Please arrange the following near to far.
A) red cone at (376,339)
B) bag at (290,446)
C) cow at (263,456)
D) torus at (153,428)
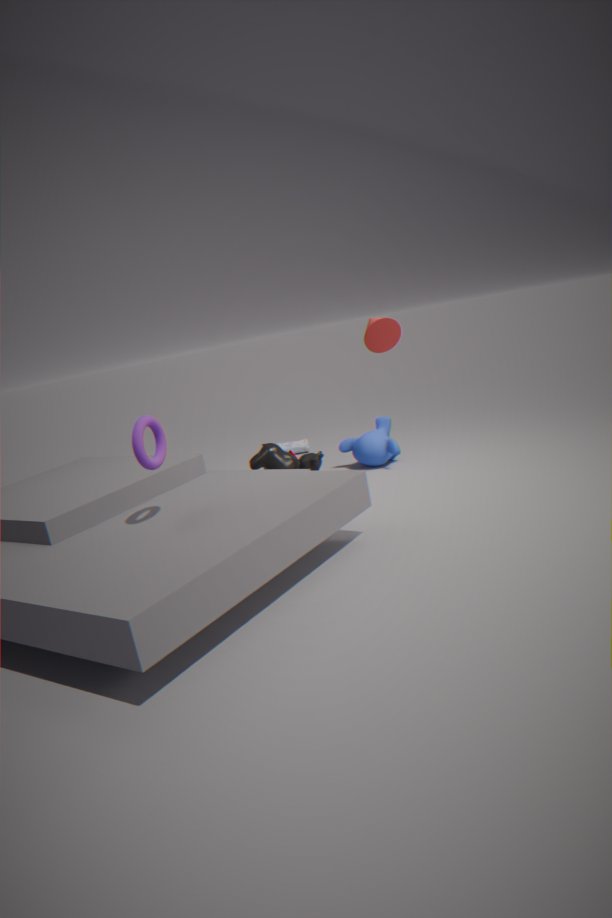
torus at (153,428), red cone at (376,339), cow at (263,456), bag at (290,446)
